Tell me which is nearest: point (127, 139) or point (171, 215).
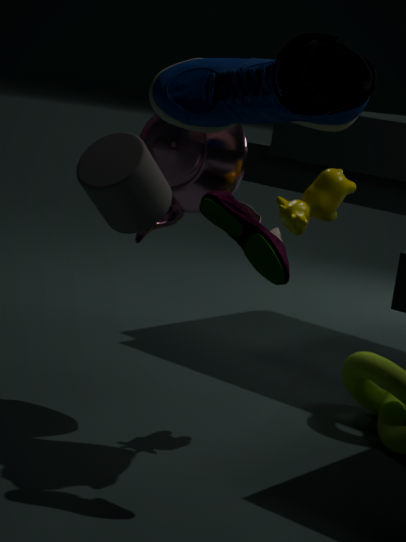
point (127, 139)
